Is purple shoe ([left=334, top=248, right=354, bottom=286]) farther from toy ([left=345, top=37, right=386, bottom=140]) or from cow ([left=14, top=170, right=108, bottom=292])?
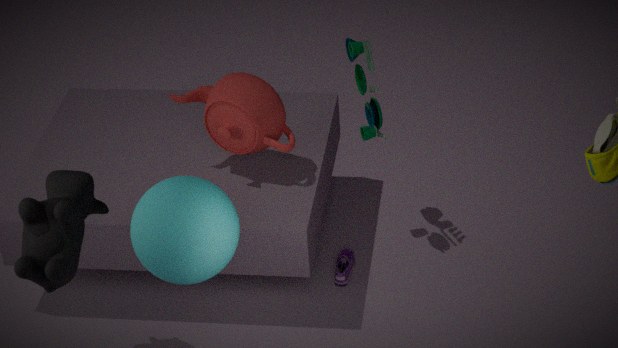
cow ([left=14, top=170, right=108, bottom=292])
